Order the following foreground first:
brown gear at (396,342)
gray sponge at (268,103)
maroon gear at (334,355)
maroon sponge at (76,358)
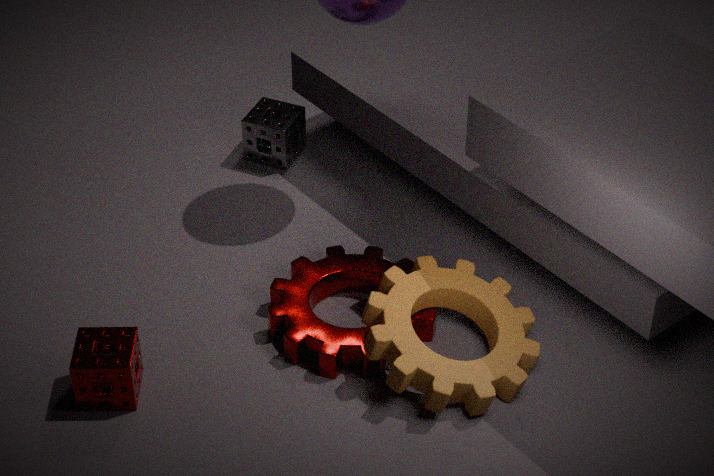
maroon sponge at (76,358) → brown gear at (396,342) → maroon gear at (334,355) → gray sponge at (268,103)
